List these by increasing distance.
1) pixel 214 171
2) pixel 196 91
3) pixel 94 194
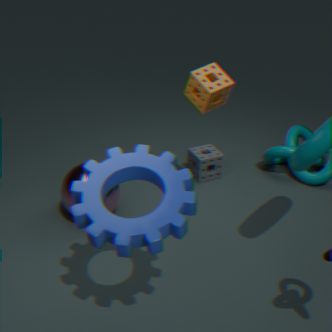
3. pixel 94 194, 2. pixel 196 91, 1. pixel 214 171
